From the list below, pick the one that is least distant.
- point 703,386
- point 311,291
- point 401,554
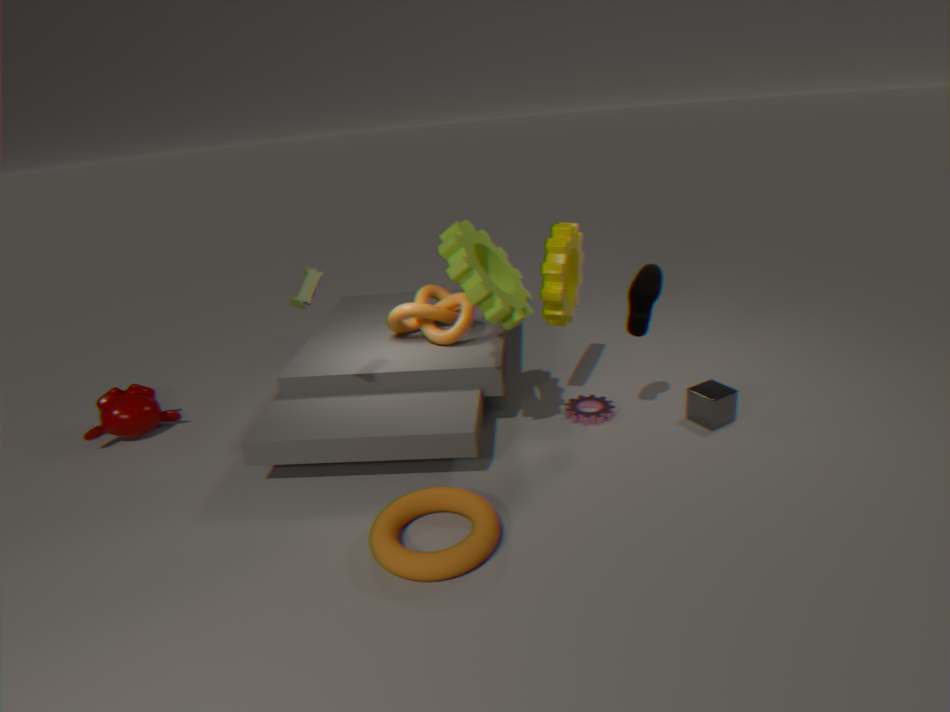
point 401,554
